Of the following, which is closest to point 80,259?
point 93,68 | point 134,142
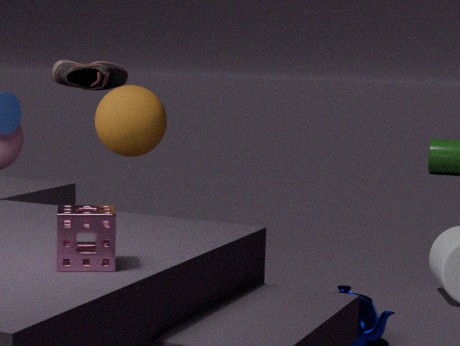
point 93,68
